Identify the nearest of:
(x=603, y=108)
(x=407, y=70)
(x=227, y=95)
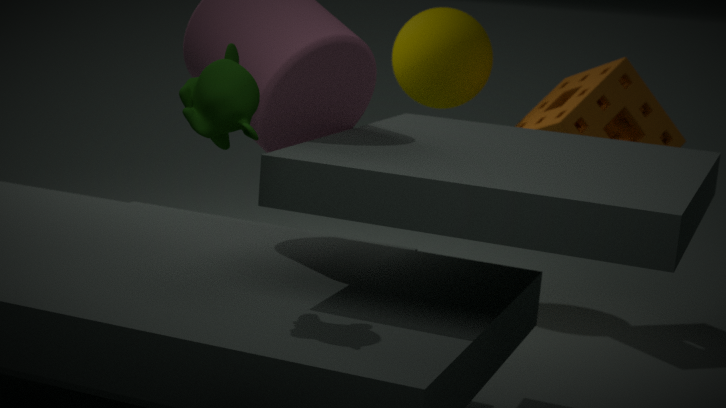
(x=227, y=95)
